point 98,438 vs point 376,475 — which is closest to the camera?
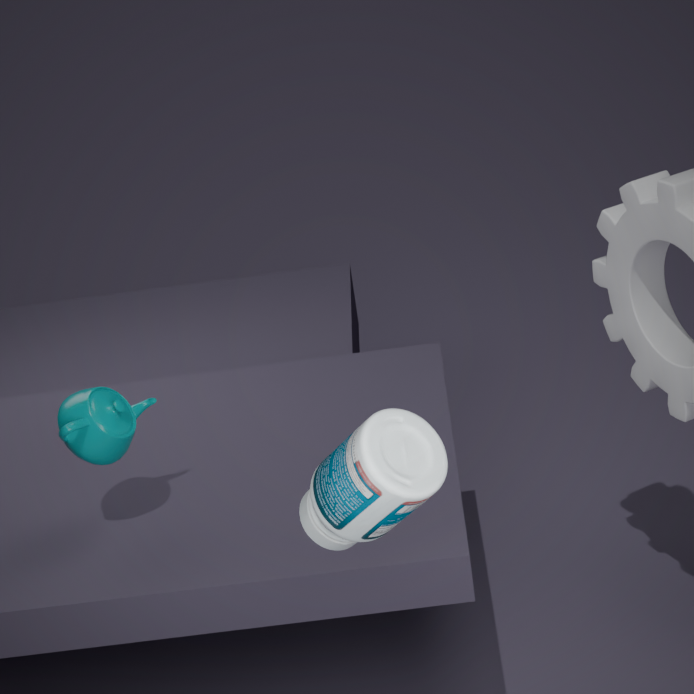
point 376,475
